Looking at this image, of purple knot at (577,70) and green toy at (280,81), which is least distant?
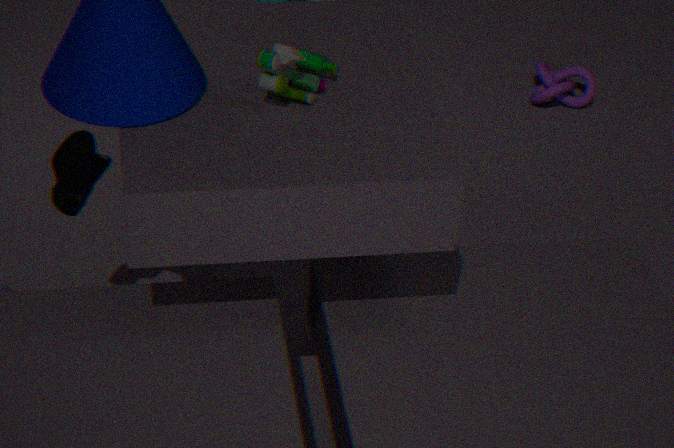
green toy at (280,81)
